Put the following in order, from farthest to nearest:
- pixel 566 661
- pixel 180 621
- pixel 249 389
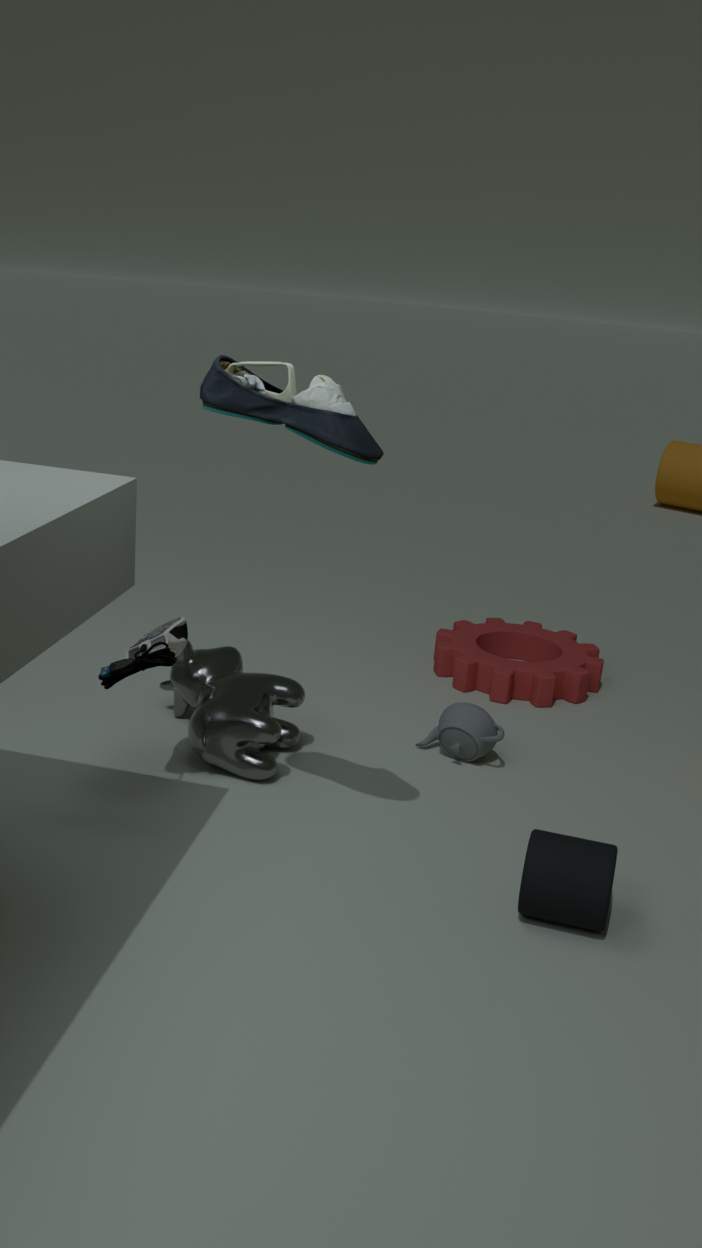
pixel 566 661, pixel 180 621, pixel 249 389
